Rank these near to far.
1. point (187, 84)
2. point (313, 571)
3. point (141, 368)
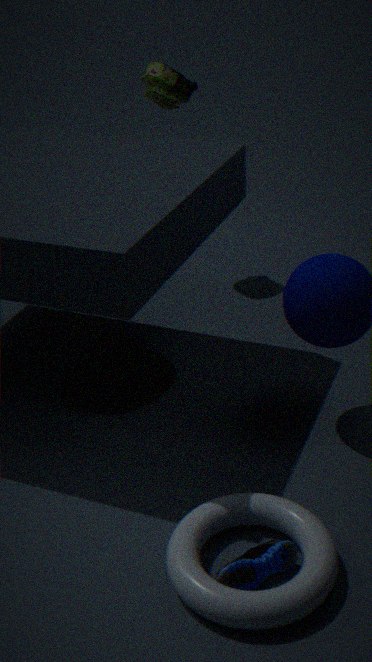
1. point (313, 571)
2. point (141, 368)
3. point (187, 84)
